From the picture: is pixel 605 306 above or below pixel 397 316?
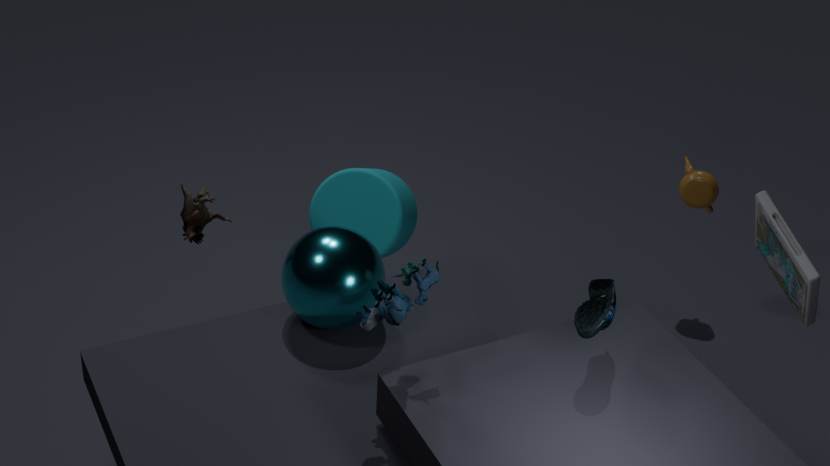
below
